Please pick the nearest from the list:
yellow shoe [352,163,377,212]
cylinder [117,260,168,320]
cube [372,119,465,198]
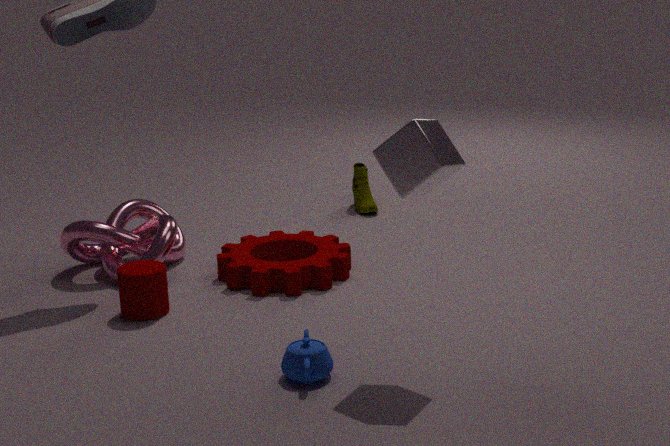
cube [372,119,465,198]
